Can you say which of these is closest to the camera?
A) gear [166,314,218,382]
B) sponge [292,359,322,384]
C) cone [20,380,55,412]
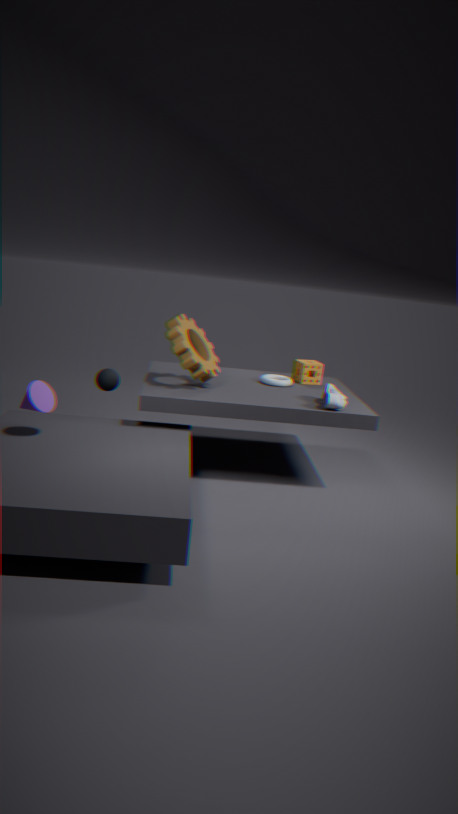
cone [20,380,55,412]
